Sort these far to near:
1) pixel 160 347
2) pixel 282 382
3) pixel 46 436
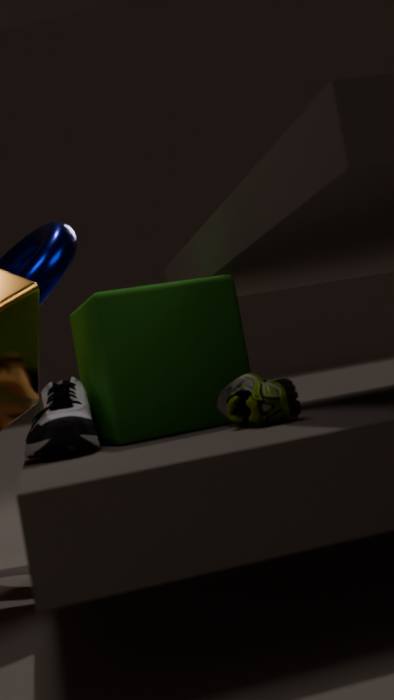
1. pixel 160 347, 3. pixel 46 436, 2. pixel 282 382
